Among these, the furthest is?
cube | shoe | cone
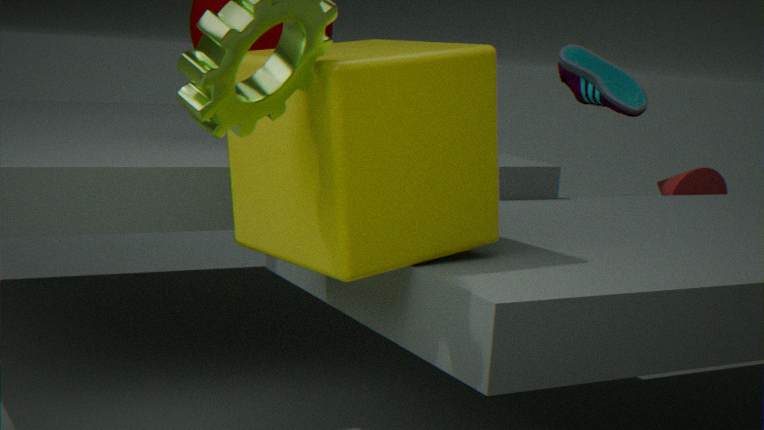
shoe
